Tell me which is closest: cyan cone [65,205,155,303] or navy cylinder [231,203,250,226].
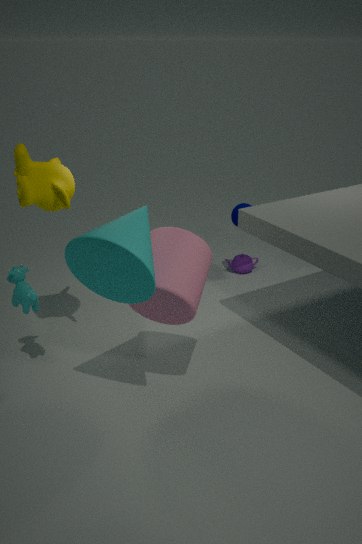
cyan cone [65,205,155,303]
